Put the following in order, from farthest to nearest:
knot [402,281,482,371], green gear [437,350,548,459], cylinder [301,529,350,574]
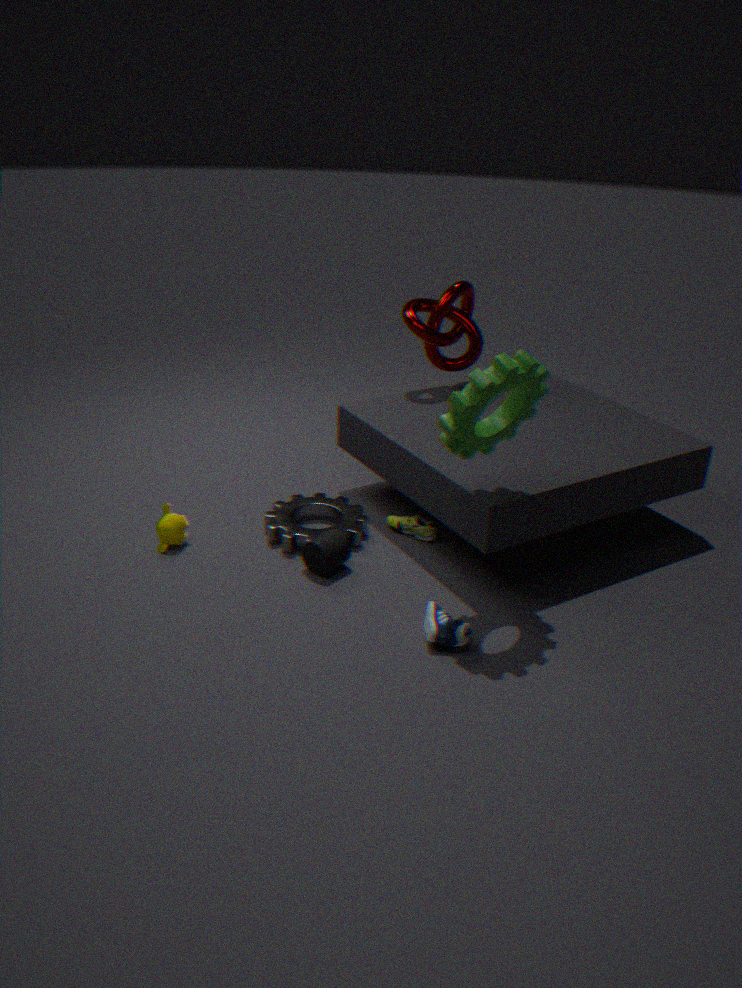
knot [402,281,482,371] < cylinder [301,529,350,574] < green gear [437,350,548,459]
